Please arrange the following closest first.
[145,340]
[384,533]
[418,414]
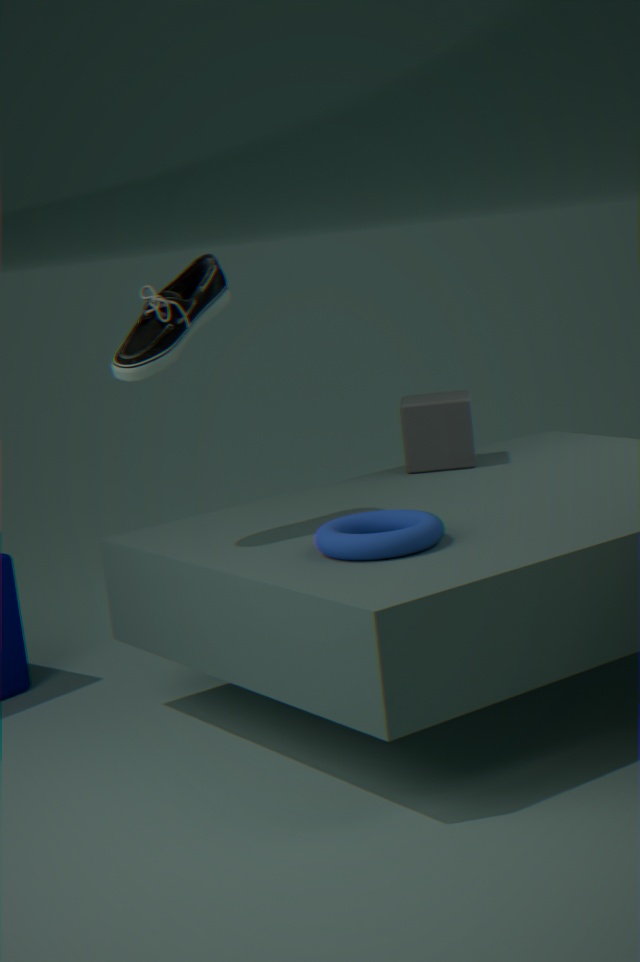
[384,533] → [145,340] → [418,414]
